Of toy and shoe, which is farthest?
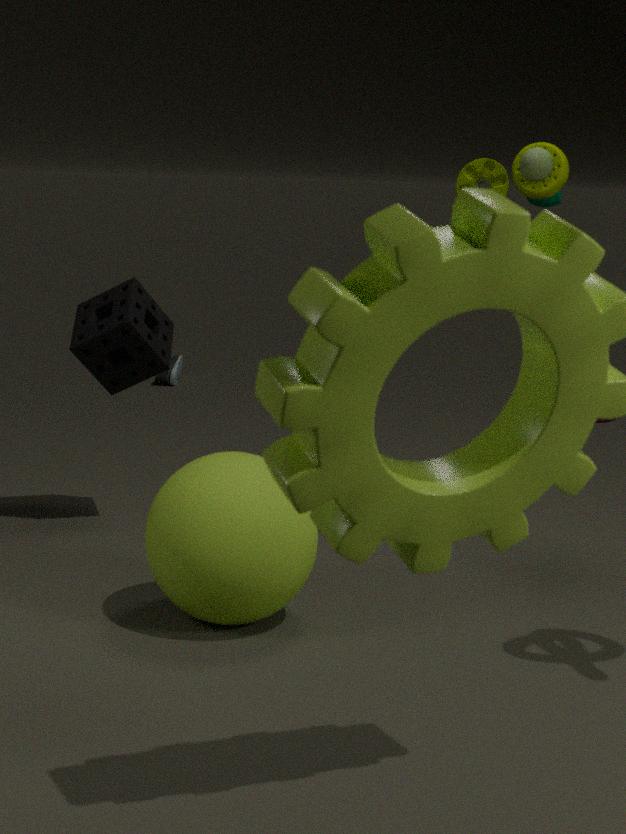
shoe
